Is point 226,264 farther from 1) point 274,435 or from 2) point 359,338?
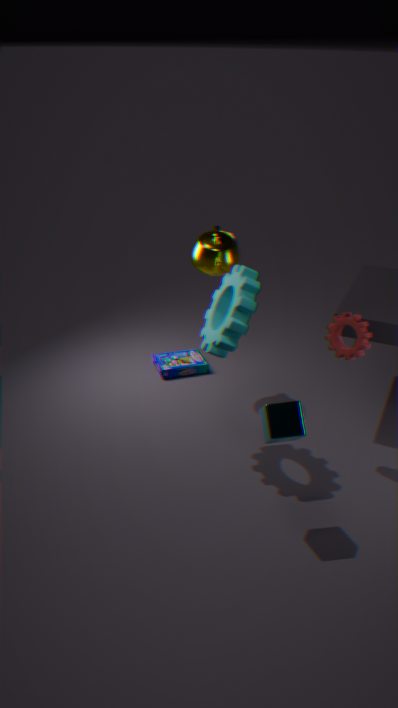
1) point 274,435
